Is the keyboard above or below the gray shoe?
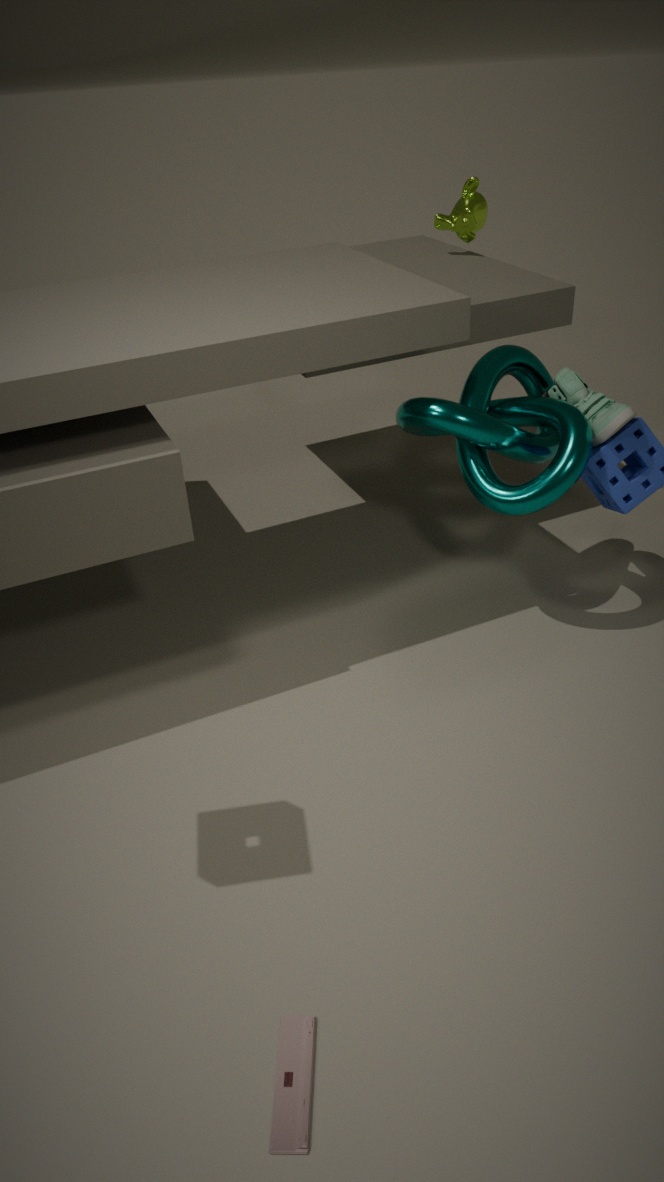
below
